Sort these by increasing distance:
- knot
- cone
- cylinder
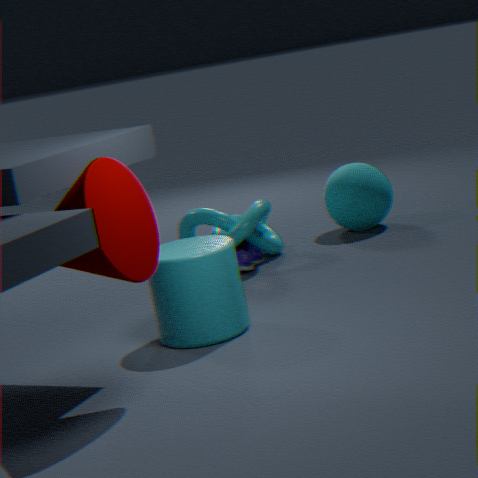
cone → cylinder → knot
